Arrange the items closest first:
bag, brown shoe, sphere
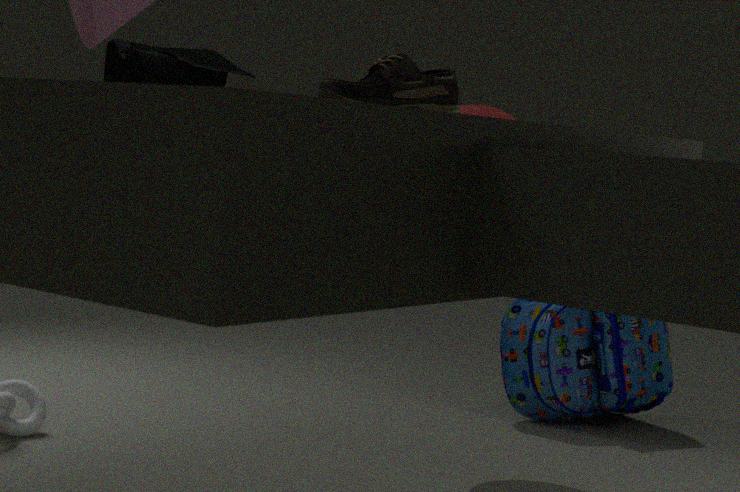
brown shoe, sphere, bag
